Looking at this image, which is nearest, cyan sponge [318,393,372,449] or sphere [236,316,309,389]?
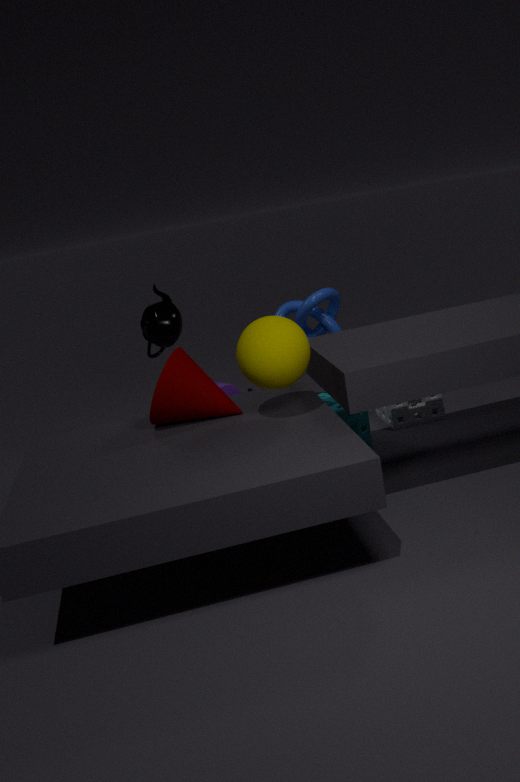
sphere [236,316,309,389]
